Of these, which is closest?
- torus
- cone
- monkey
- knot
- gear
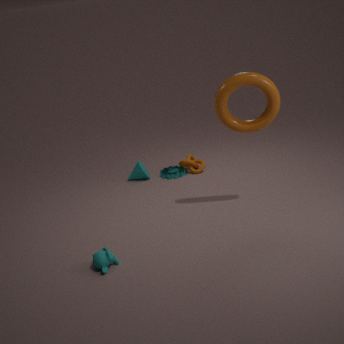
monkey
